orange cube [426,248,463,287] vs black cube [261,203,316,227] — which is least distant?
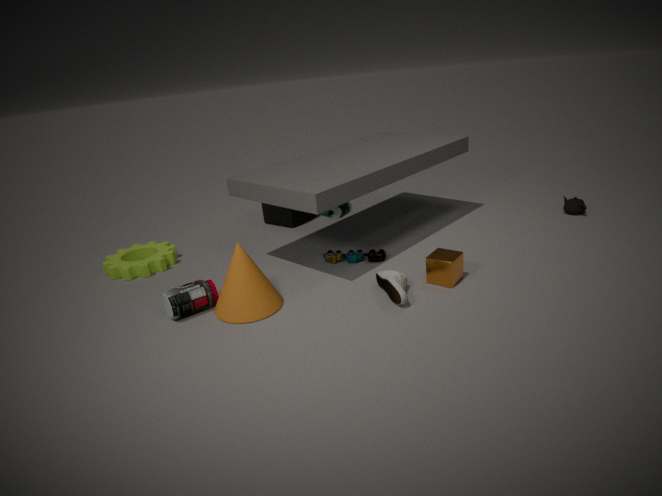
orange cube [426,248,463,287]
